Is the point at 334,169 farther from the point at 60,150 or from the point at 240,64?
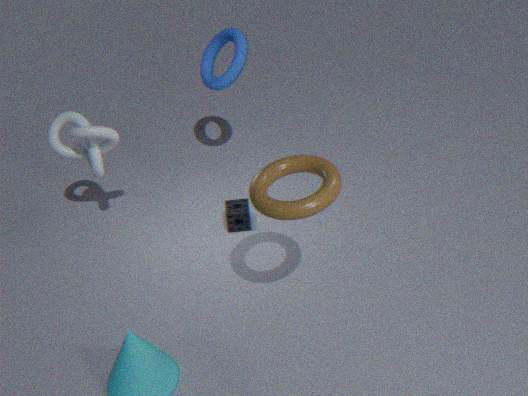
the point at 240,64
